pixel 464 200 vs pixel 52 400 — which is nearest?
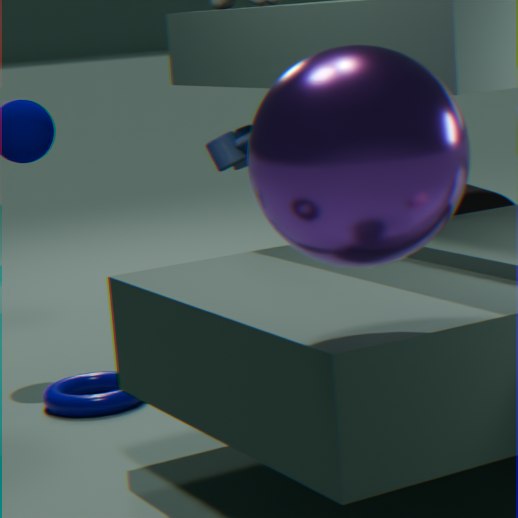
pixel 52 400
